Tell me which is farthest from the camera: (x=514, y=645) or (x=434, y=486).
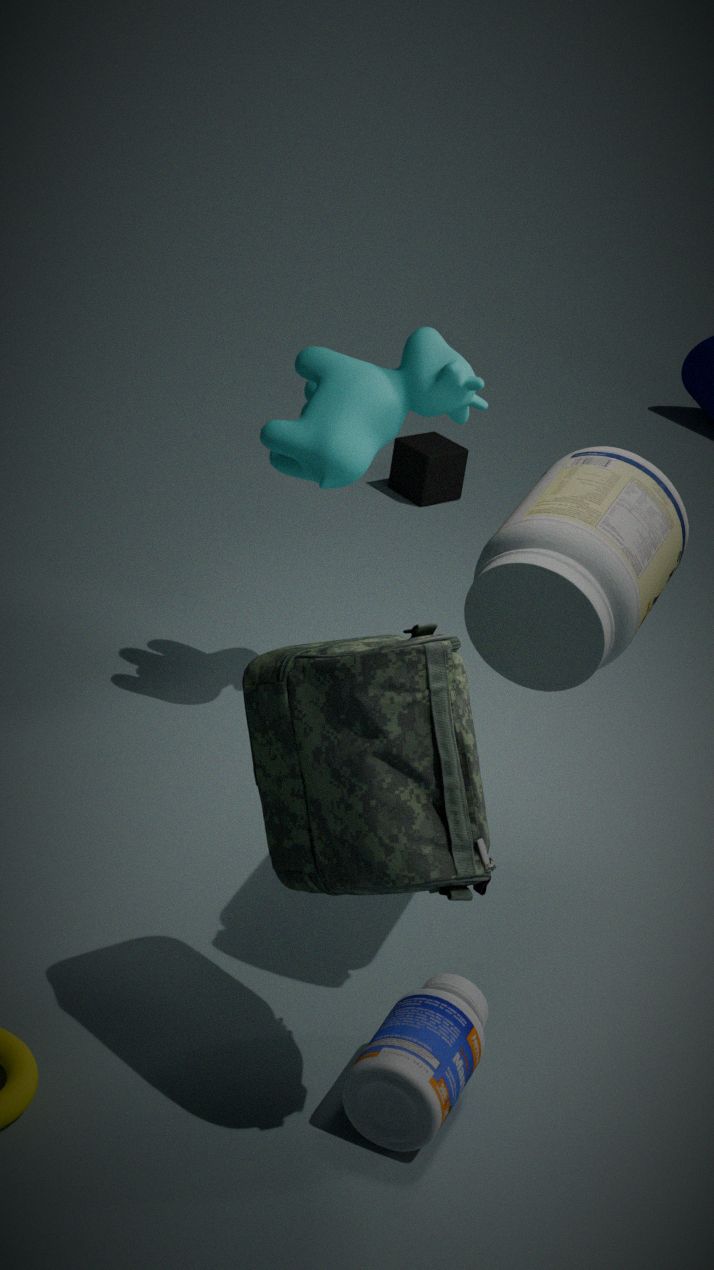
(x=434, y=486)
